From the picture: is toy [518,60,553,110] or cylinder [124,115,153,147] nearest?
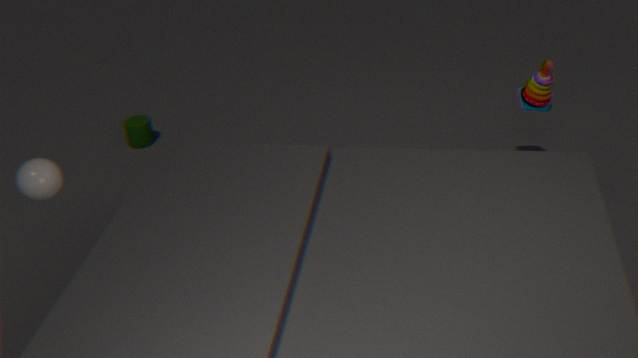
toy [518,60,553,110]
